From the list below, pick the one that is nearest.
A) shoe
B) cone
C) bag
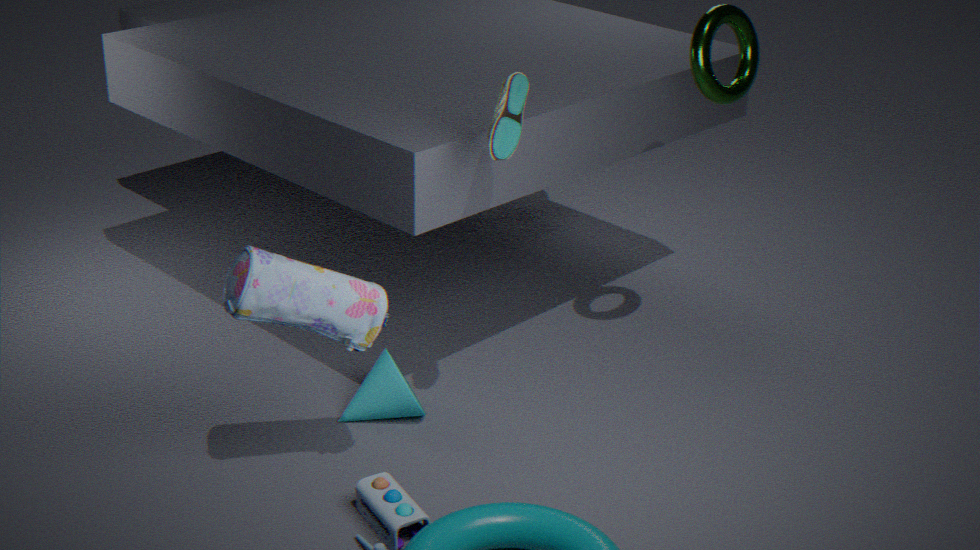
bag
